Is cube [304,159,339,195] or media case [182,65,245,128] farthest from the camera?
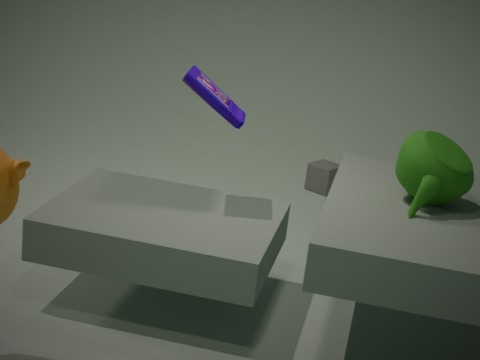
cube [304,159,339,195]
